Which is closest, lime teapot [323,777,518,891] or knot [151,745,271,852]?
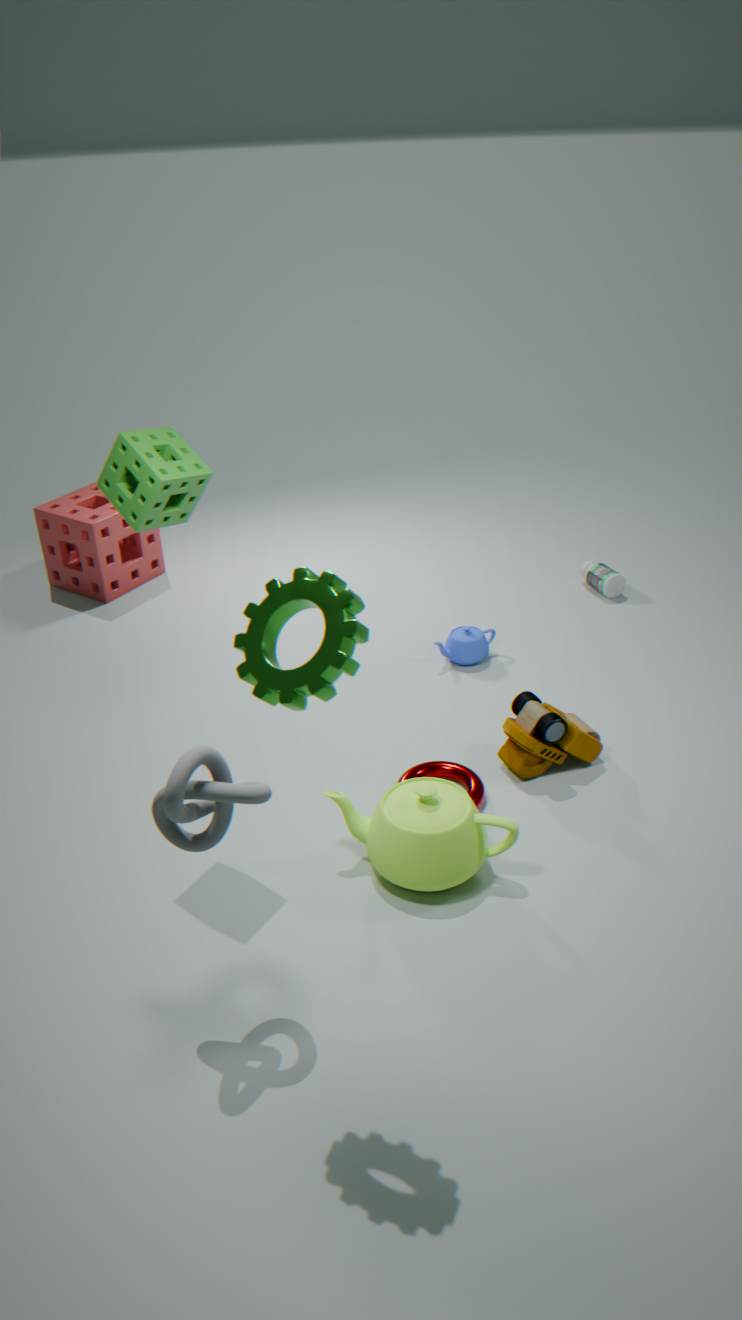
knot [151,745,271,852]
